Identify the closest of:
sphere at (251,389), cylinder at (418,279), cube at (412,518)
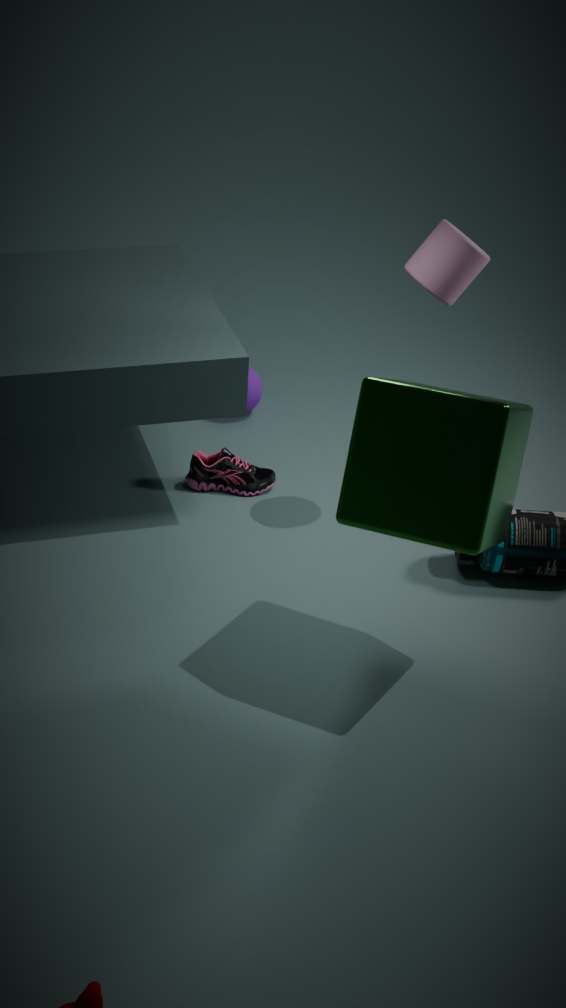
cube at (412,518)
